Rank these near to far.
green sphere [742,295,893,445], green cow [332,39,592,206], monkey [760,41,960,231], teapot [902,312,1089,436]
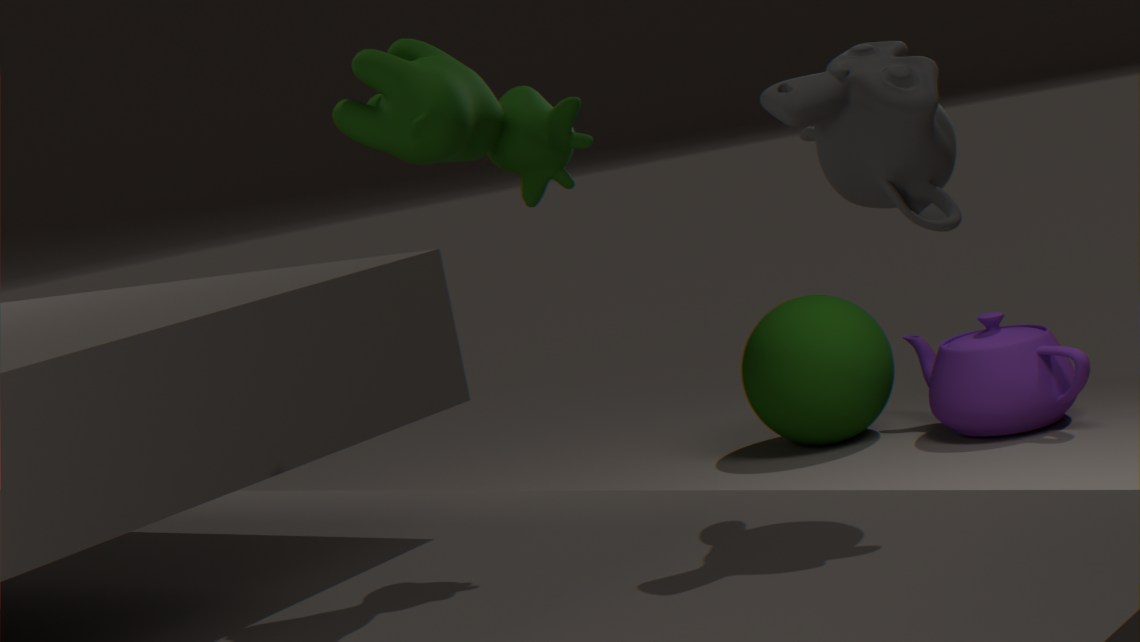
monkey [760,41,960,231] → green cow [332,39,592,206] → teapot [902,312,1089,436] → green sphere [742,295,893,445]
